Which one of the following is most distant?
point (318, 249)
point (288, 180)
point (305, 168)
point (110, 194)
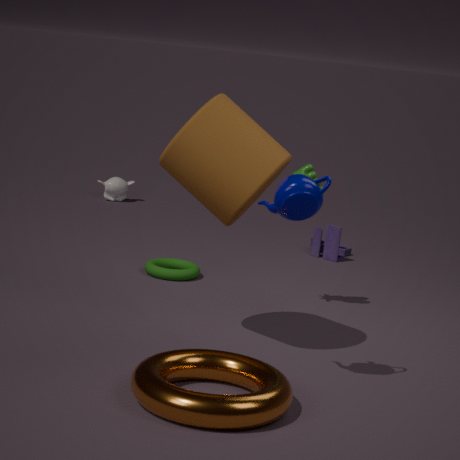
point (110, 194)
